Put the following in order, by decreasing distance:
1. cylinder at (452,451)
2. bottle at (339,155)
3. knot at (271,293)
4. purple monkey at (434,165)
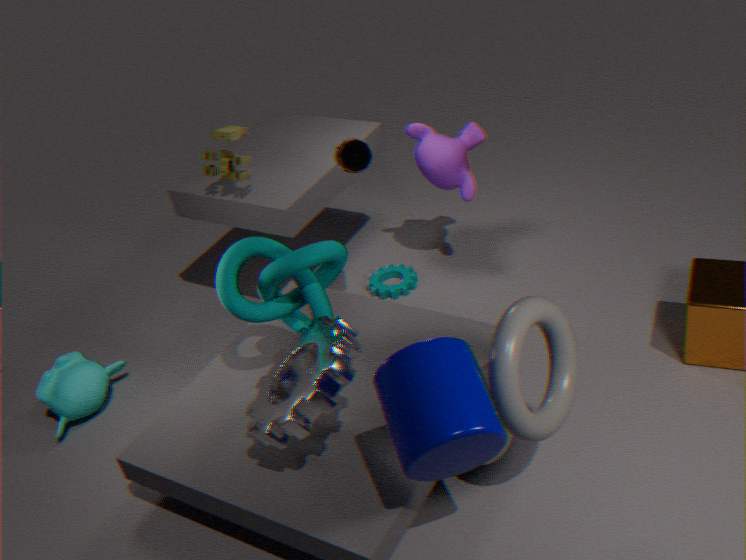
purple monkey at (434,165), bottle at (339,155), knot at (271,293), cylinder at (452,451)
